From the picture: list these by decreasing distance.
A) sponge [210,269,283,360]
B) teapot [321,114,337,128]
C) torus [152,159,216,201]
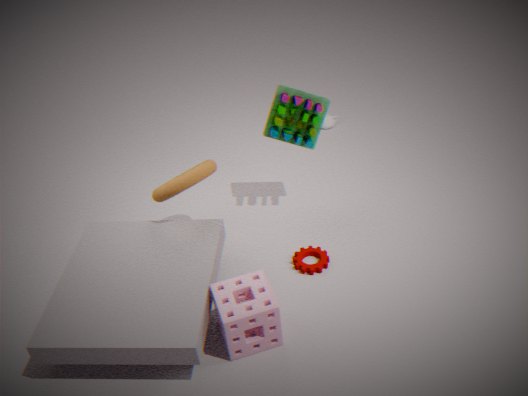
teapot [321,114,337,128], torus [152,159,216,201], sponge [210,269,283,360]
